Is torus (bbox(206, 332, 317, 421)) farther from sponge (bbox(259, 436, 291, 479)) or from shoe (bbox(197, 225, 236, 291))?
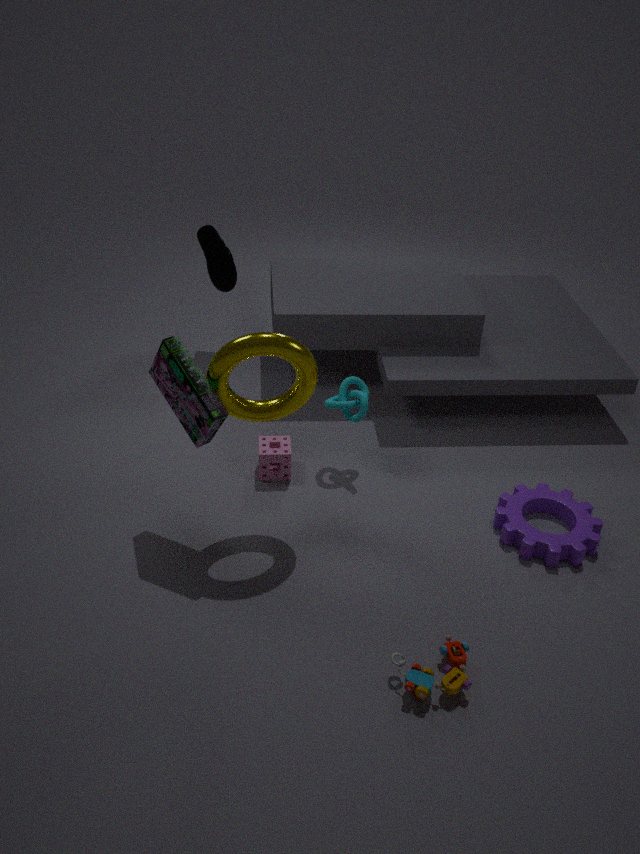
shoe (bbox(197, 225, 236, 291))
